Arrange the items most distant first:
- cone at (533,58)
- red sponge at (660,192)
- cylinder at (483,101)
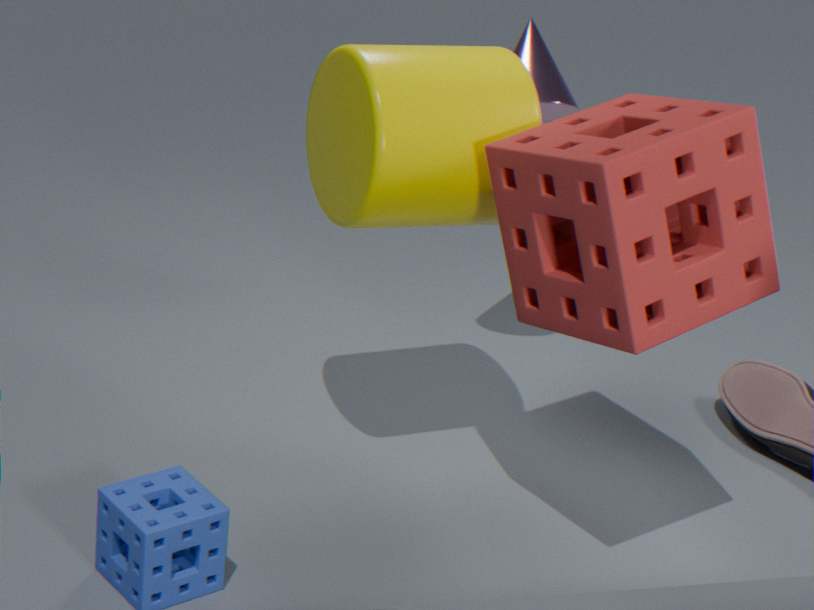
cone at (533,58)
cylinder at (483,101)
red sponge at (660,192)
